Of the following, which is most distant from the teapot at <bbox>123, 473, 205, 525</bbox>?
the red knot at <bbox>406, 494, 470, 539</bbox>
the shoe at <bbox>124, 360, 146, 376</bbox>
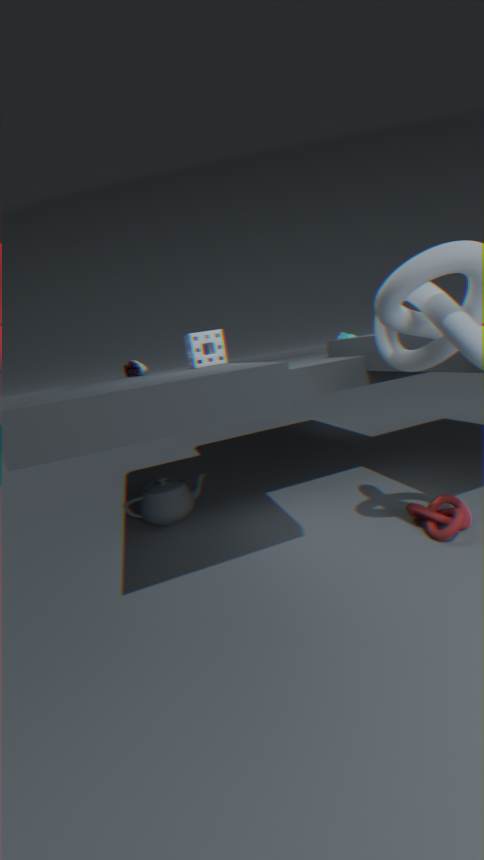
the red knot at <bbox>406, 494, 470, 539</bbox>
